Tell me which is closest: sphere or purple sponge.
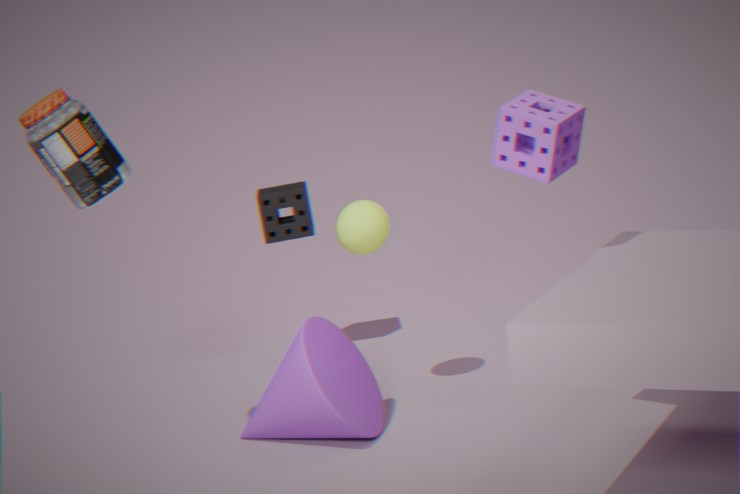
purple sponge
